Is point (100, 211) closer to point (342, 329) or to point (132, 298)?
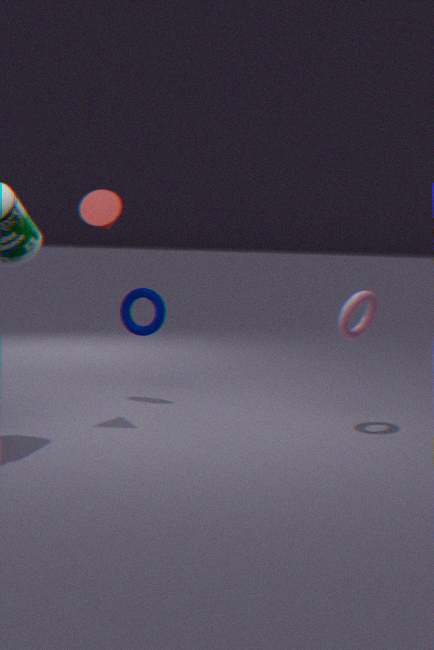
point (132, 298)
